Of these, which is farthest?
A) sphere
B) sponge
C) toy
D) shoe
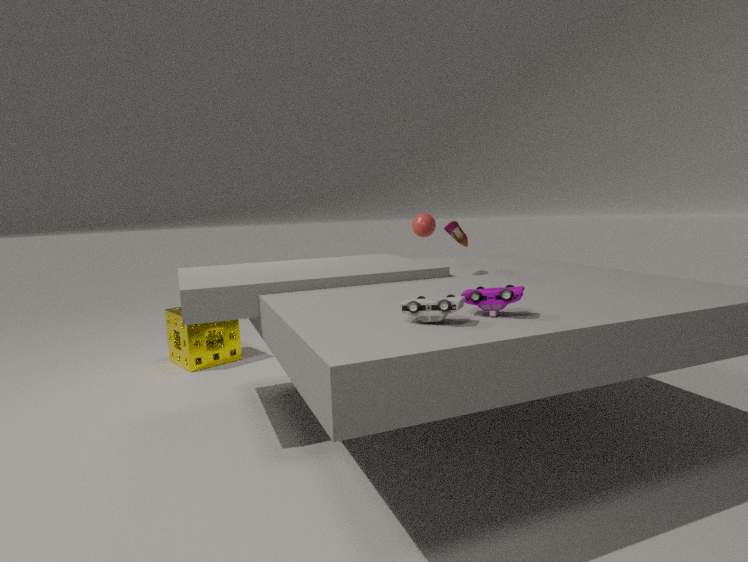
sphere
